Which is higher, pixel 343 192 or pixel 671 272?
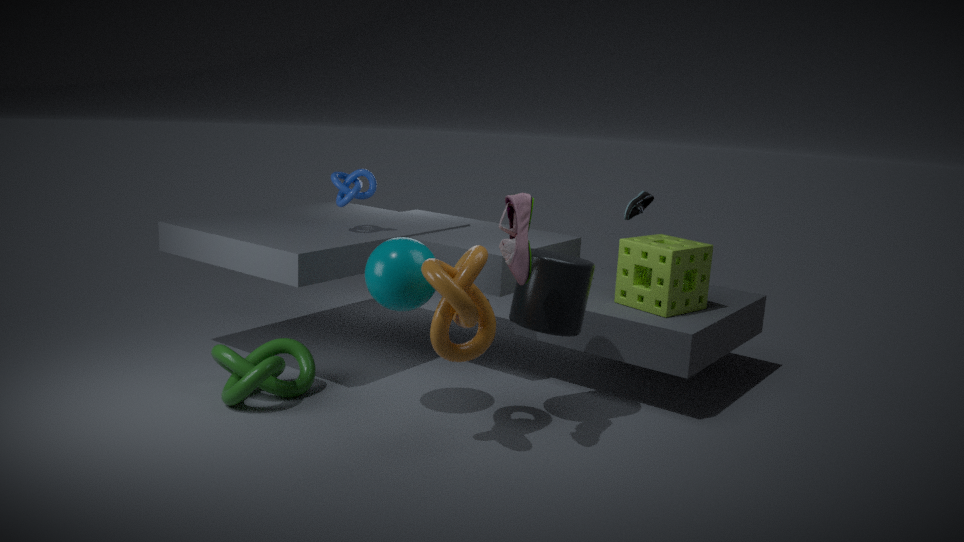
pixel 343 192
